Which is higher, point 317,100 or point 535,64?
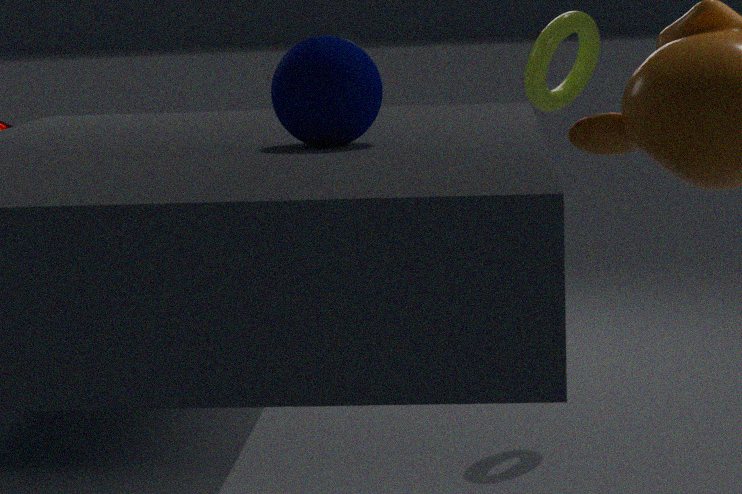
point 317,100
